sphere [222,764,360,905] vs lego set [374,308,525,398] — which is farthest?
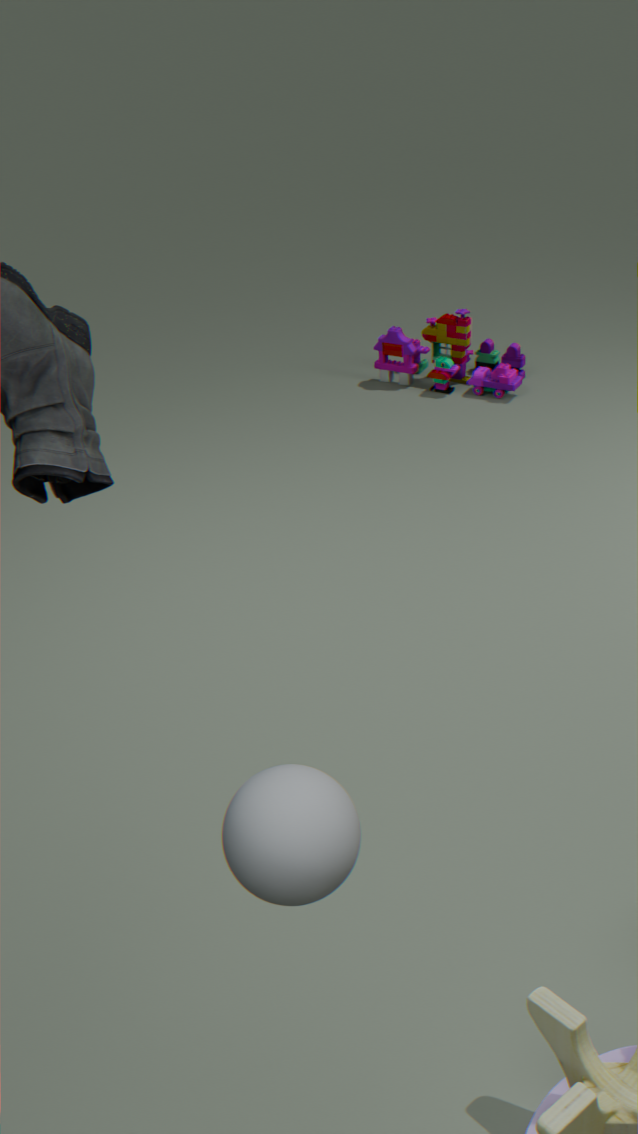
lego set [374,308,525,398]
